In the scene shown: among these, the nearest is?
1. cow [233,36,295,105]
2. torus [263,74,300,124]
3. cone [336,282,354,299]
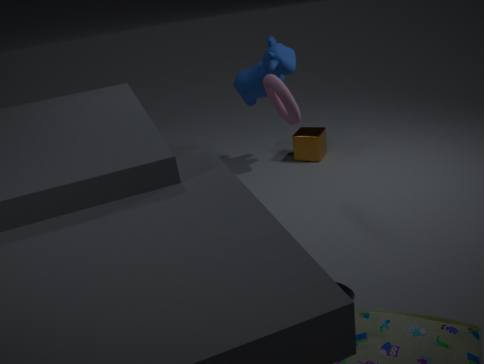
cone [336,282,354,299]
